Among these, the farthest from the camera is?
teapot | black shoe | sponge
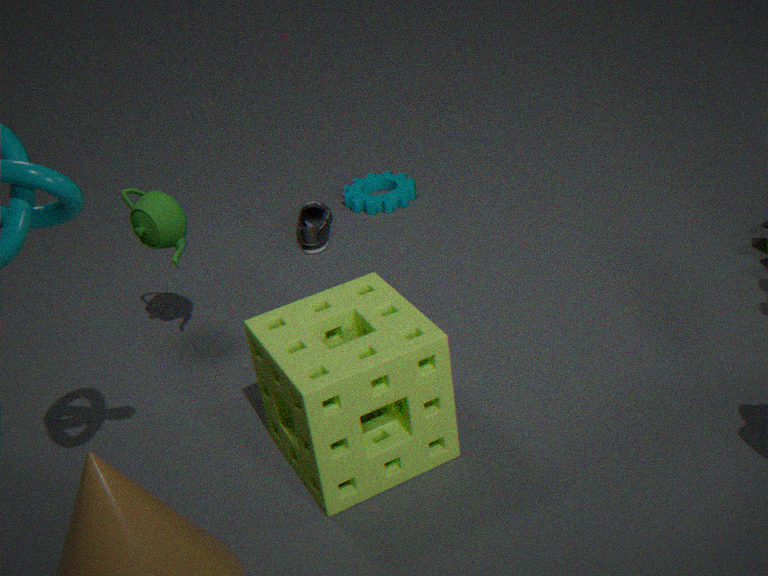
black shoe
